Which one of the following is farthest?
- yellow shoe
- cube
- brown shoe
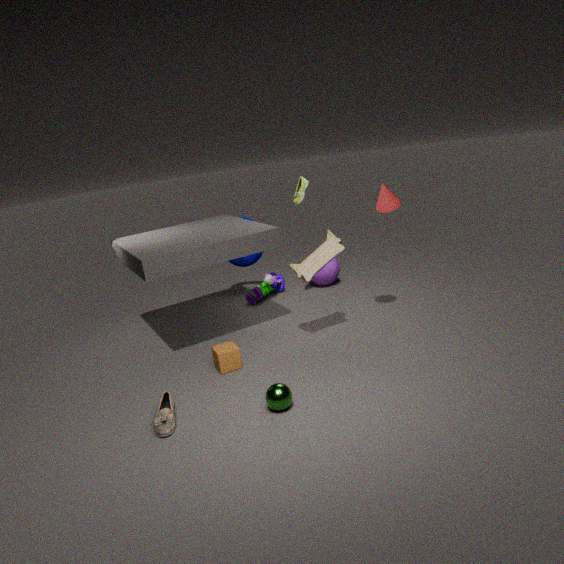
yellow shoe
